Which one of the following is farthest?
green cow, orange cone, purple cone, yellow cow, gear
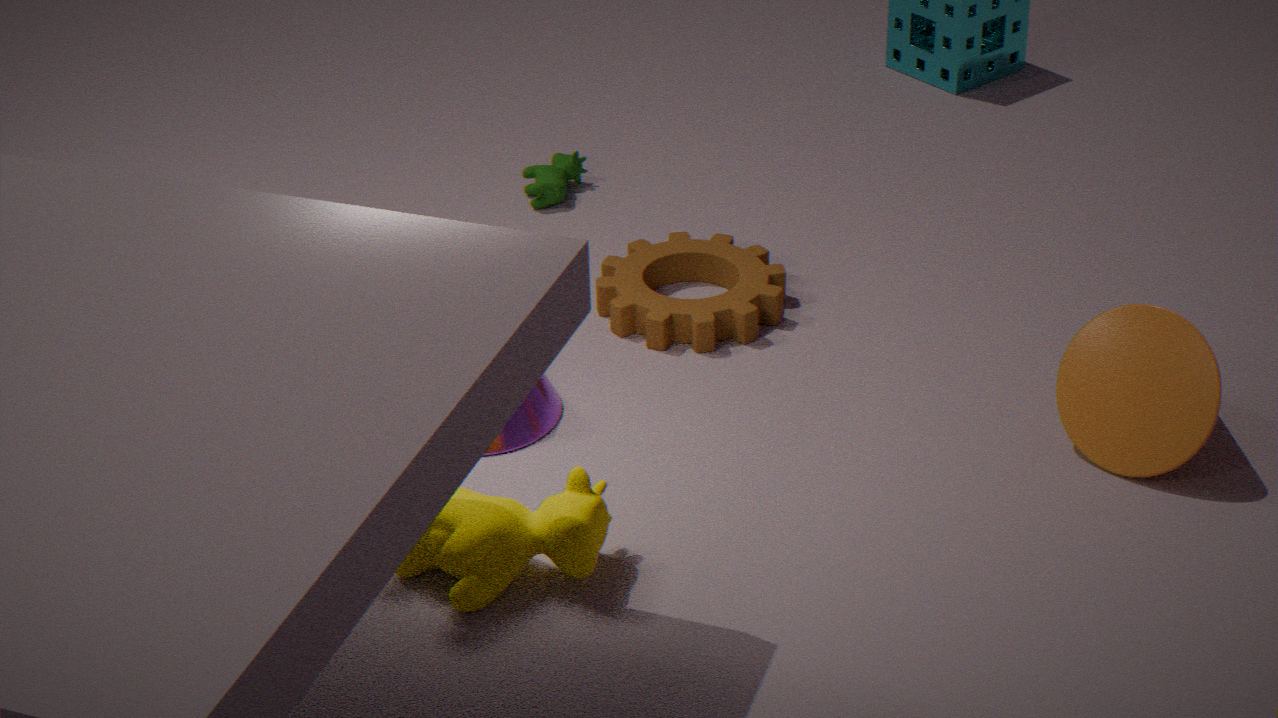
green cow
